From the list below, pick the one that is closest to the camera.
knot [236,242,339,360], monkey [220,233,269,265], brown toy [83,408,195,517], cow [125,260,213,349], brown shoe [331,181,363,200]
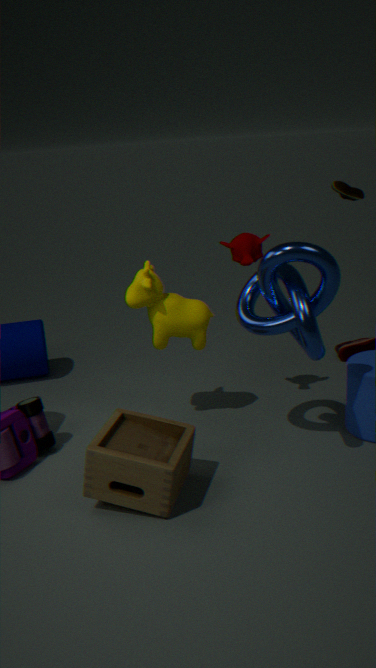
brown toy [83,408,195,517]
